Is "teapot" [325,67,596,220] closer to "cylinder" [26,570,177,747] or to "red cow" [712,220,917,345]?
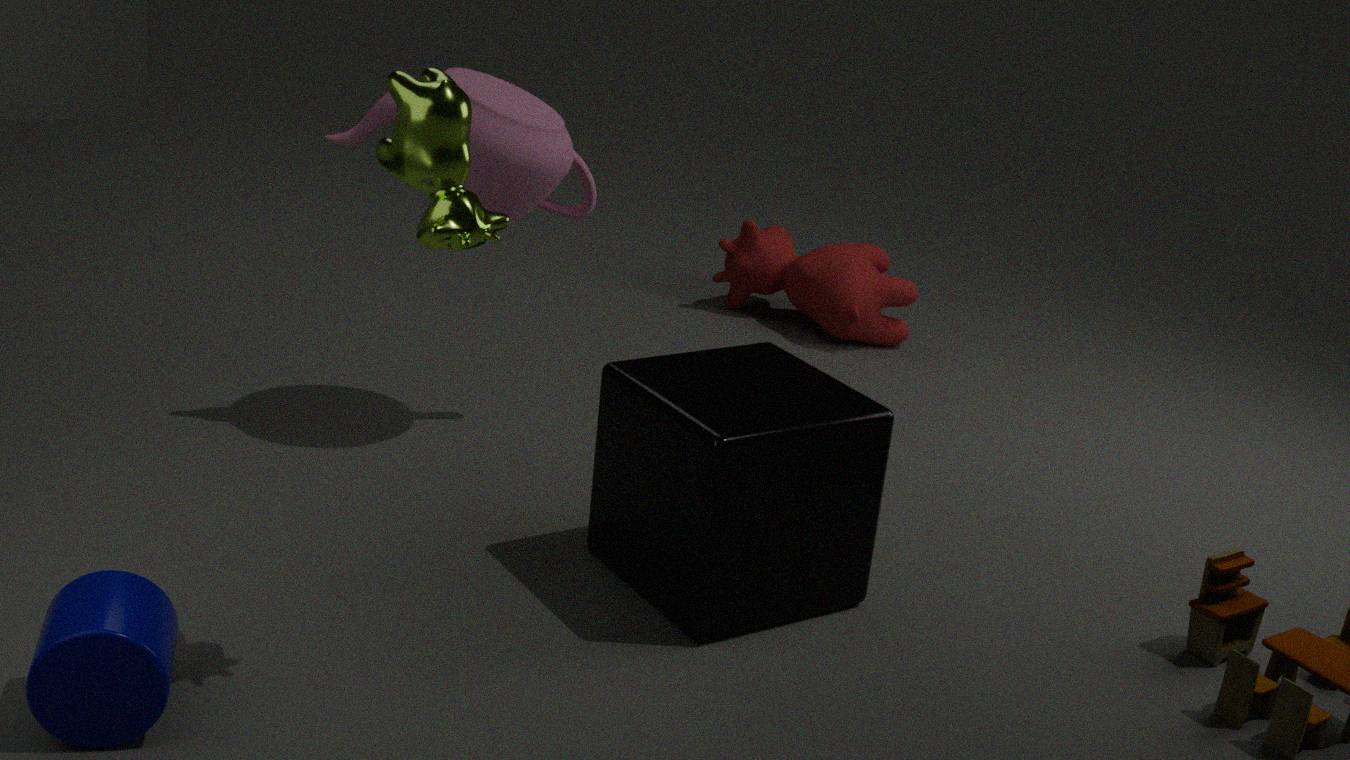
"red cow" [712,220,917,345]
